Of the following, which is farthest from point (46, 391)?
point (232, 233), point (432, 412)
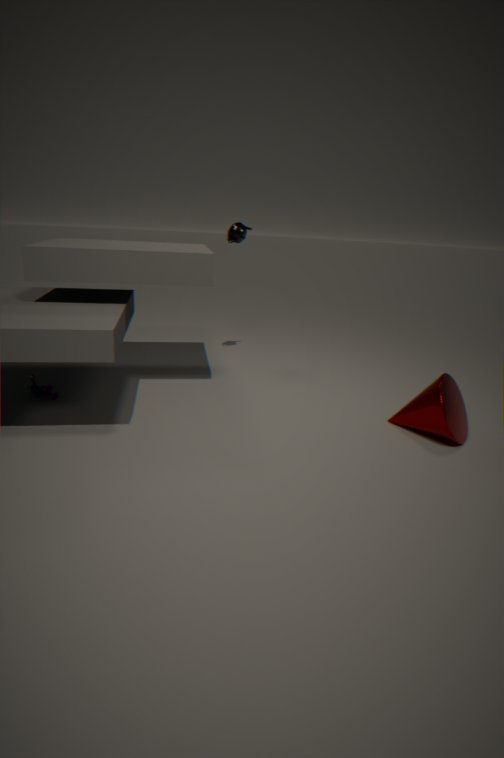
point (432, 412)
